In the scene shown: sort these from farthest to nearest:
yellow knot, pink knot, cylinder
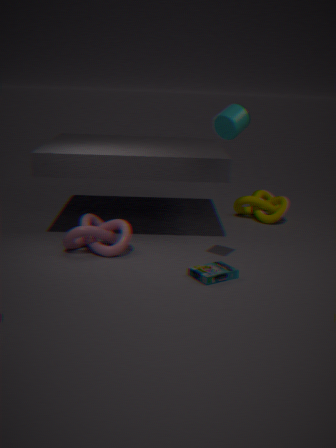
1. yellow knot
2. pink knot
3. cylinder
